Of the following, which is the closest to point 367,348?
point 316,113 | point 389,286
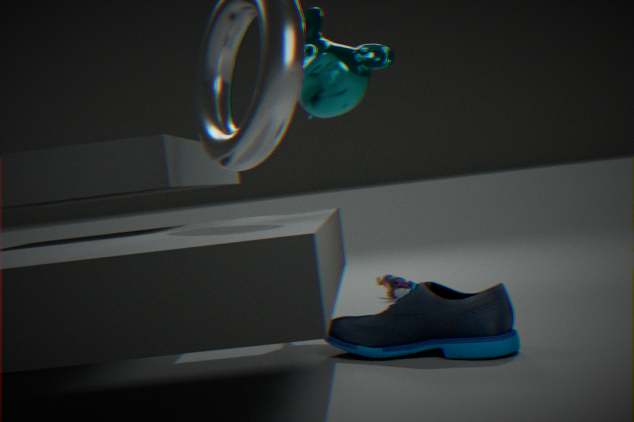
point 316,113
